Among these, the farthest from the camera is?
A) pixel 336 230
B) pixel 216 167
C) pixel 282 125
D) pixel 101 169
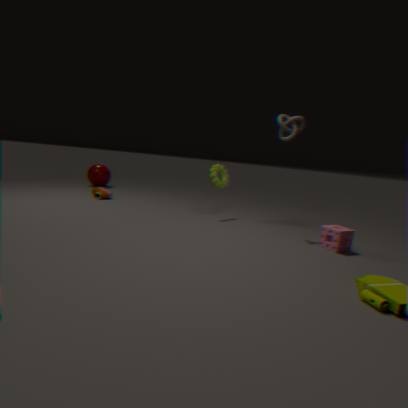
pixel 101 169
